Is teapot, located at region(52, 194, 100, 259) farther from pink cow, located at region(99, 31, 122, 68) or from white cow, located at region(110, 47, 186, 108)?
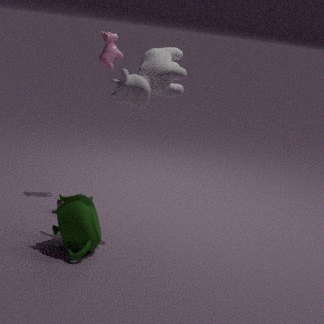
pink cow, located at region(99, 31, 122, 68)
